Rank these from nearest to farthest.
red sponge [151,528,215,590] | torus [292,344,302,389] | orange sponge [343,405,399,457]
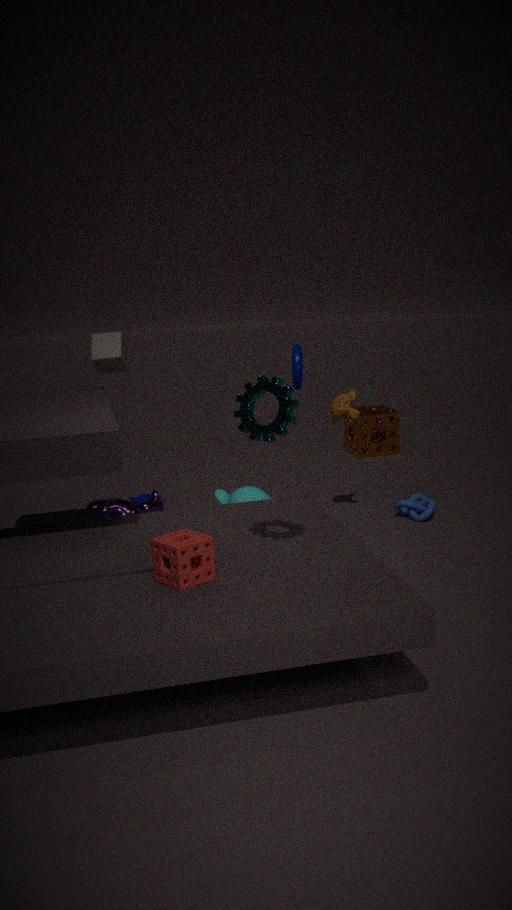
red sponge [151,528,215,590] → torus [292,344,302,389] → orange sponge [343,405,399,457]
